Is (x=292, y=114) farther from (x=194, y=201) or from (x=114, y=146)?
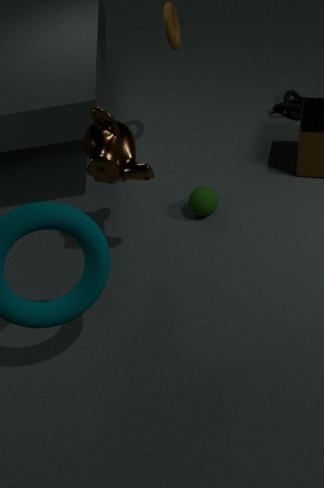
(x=114, y=146)
